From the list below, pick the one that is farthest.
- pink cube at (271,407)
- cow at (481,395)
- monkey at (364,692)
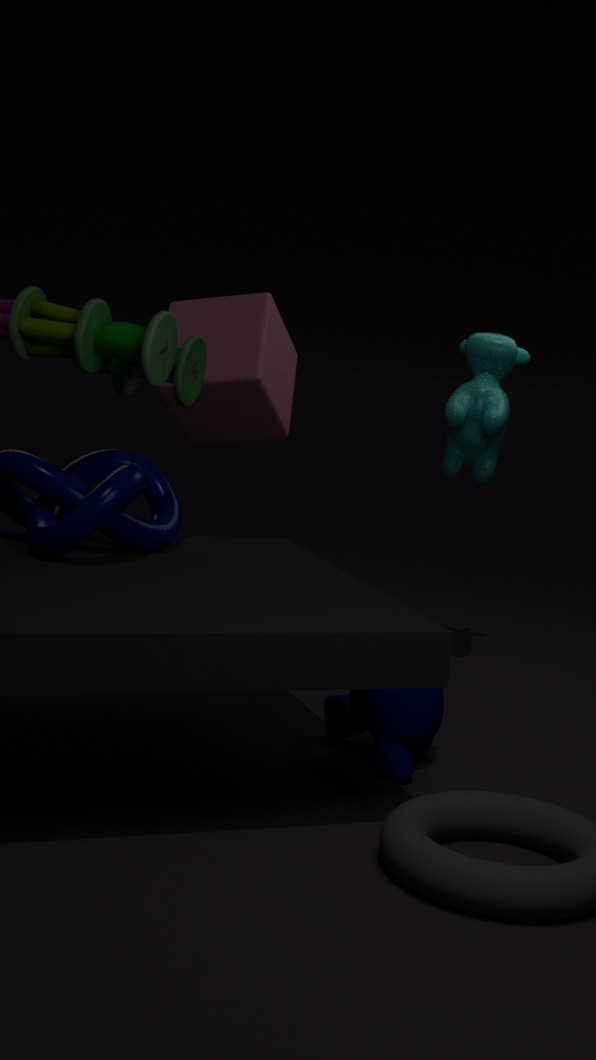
pink cube at (271,407)
